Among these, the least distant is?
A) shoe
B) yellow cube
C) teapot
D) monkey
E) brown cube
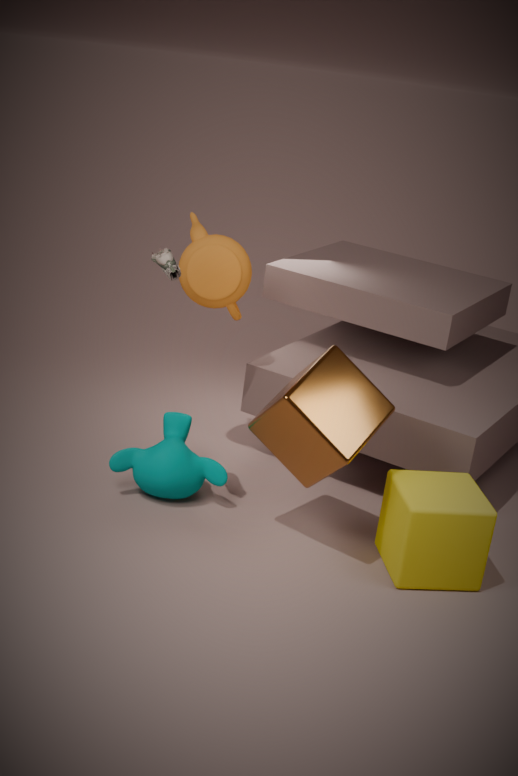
brown cube
